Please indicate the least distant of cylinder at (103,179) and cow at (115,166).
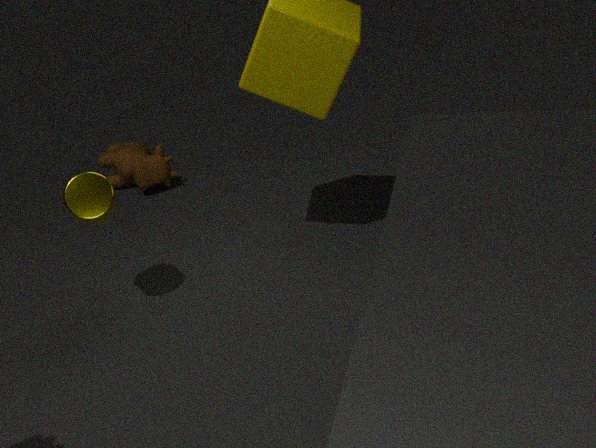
cylinder at (103,179)
